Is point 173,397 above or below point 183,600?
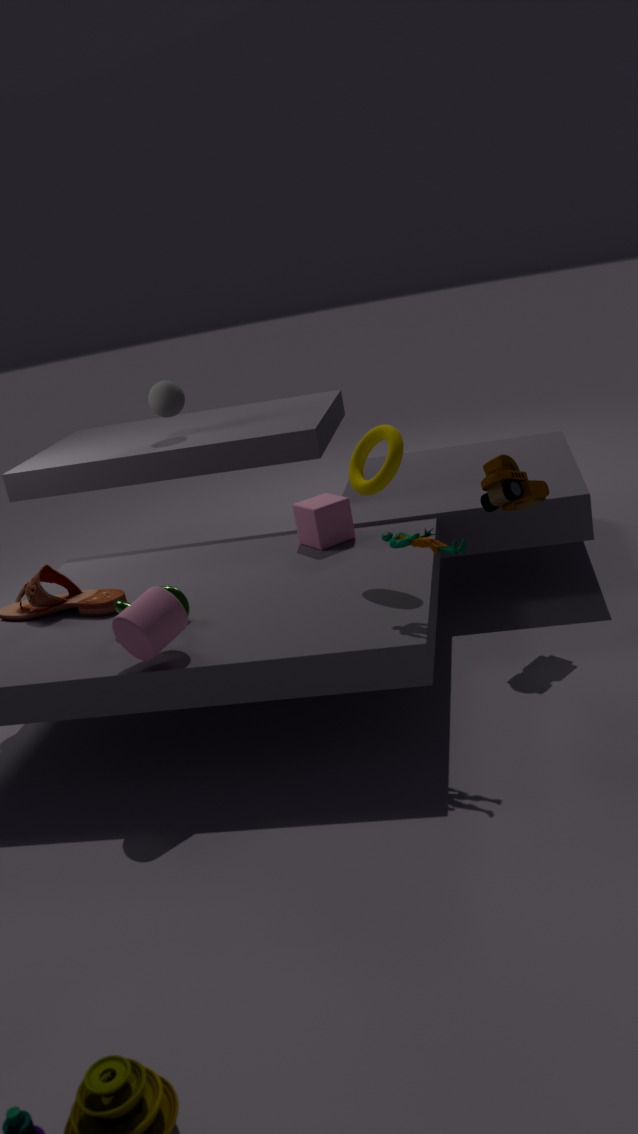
above
